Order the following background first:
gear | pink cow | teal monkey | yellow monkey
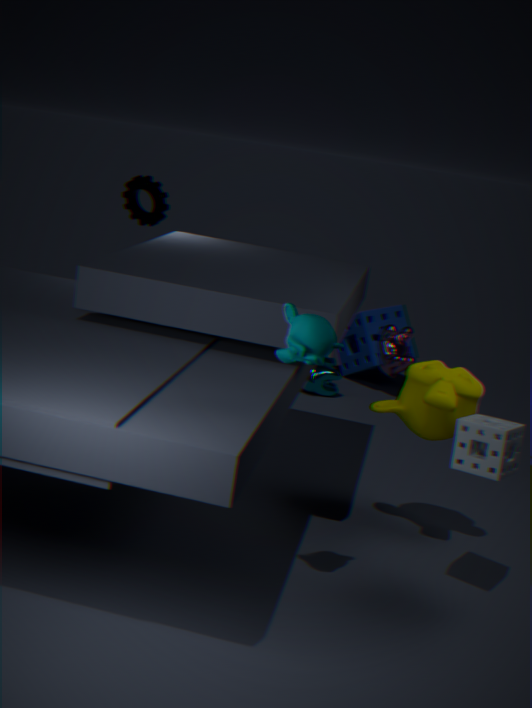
pink cow < gear < yellow monkey < teal monkey
